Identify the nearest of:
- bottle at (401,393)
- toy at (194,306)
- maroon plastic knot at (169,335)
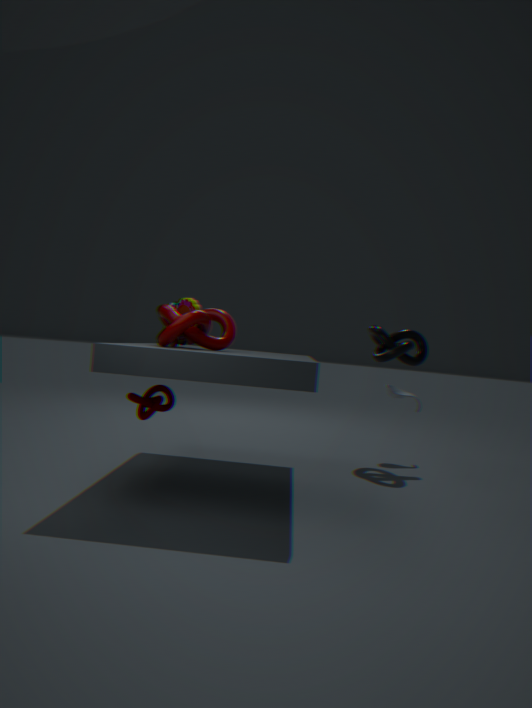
maroon plastic knot at (169,335)
